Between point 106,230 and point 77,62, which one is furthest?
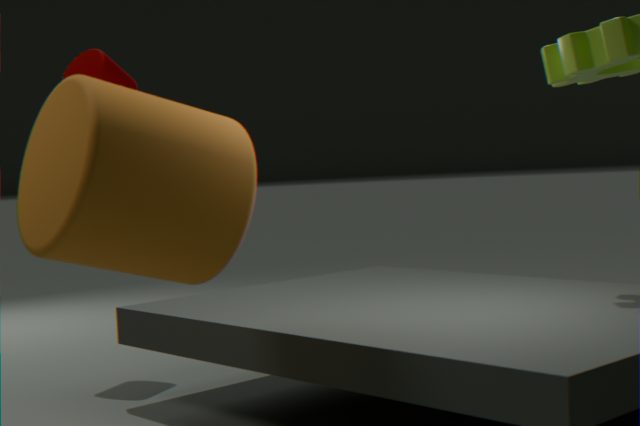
point 77,62
